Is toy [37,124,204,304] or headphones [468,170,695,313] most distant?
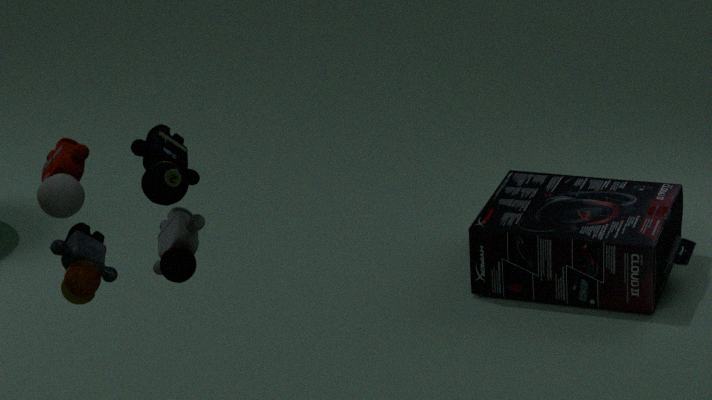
headphones [468,170,695,313]
